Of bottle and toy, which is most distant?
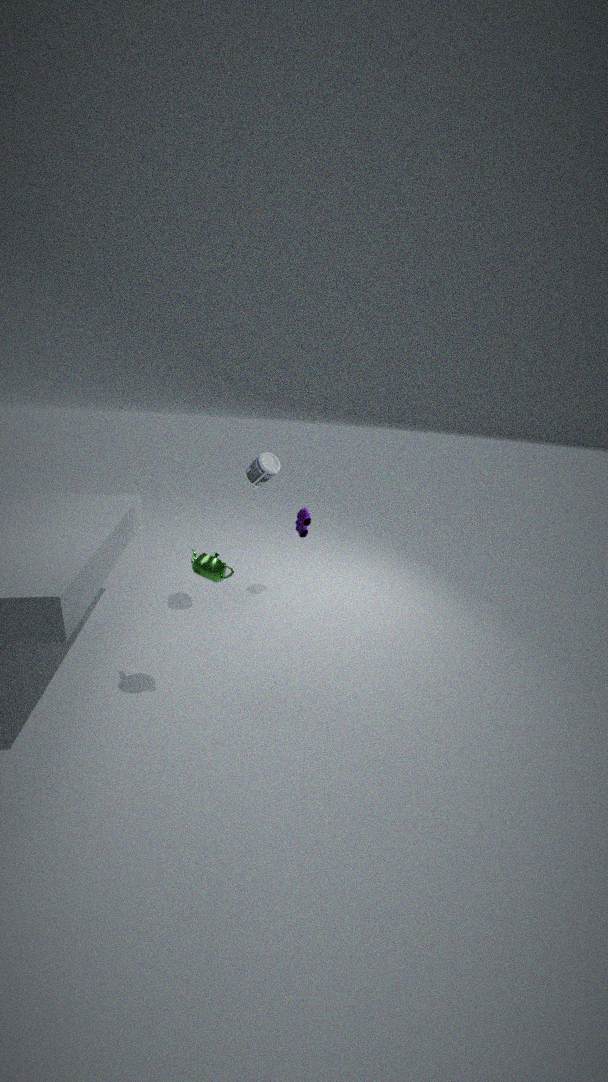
toy
